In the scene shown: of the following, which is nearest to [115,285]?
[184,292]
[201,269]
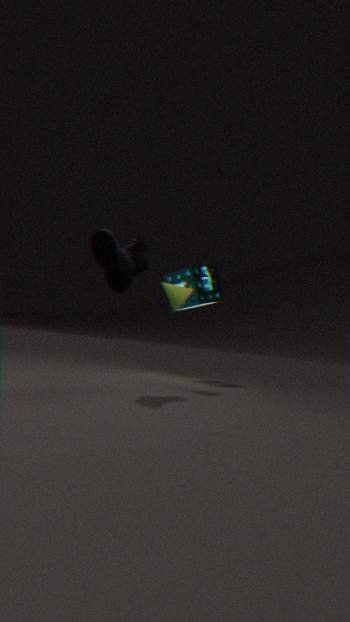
[184,292]
